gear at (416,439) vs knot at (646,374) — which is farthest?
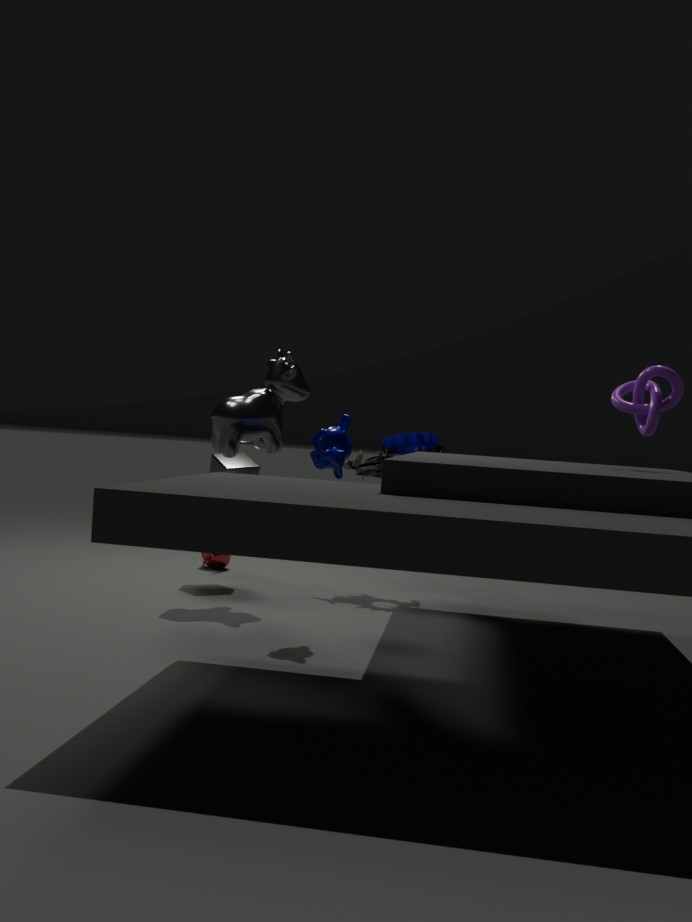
gear at (416,439)
